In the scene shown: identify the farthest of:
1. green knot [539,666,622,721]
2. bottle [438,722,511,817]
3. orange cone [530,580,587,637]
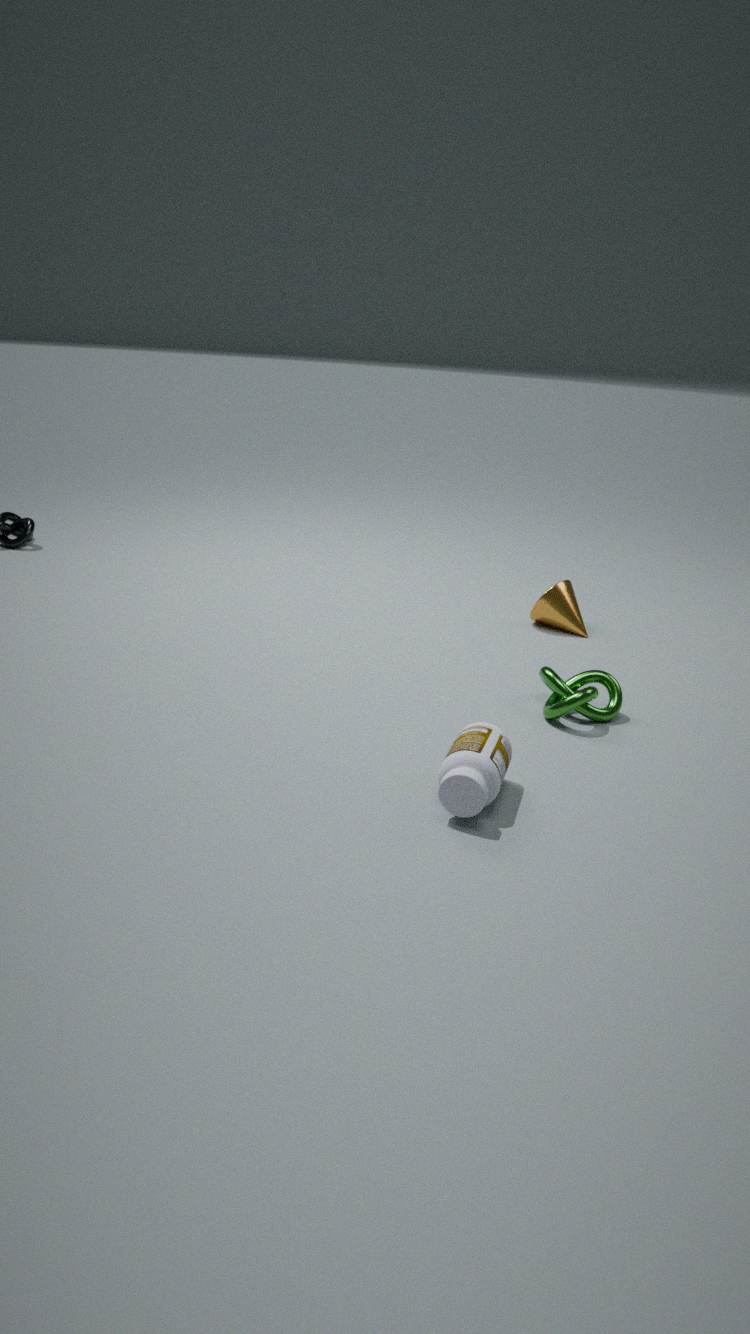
orange cone [530,580,587,637]
